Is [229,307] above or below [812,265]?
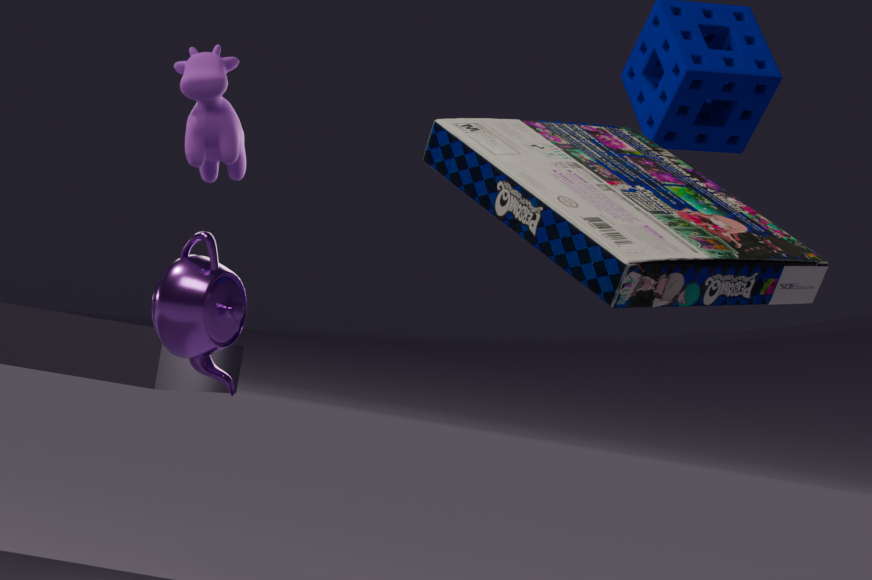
below
